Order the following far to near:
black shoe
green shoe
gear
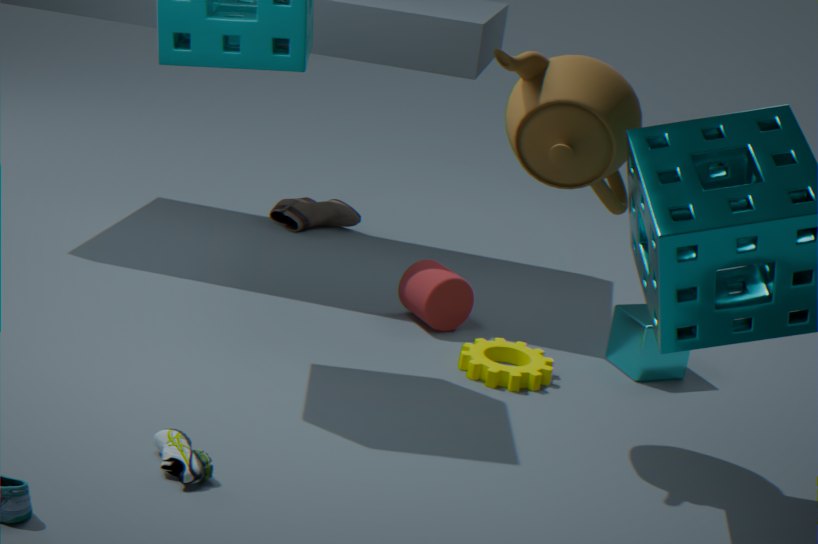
black shoe → gear → green shoe
